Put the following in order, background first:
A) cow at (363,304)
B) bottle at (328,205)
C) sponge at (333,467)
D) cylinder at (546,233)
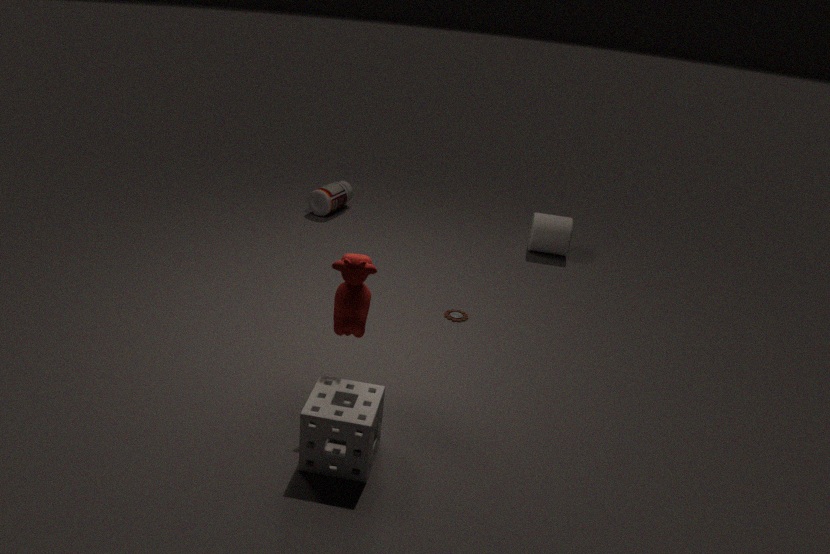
1. bottle at (328,205)
2. cylinder at (546,233)
3. cow at (363,304)
4. sponge at (333,467)
